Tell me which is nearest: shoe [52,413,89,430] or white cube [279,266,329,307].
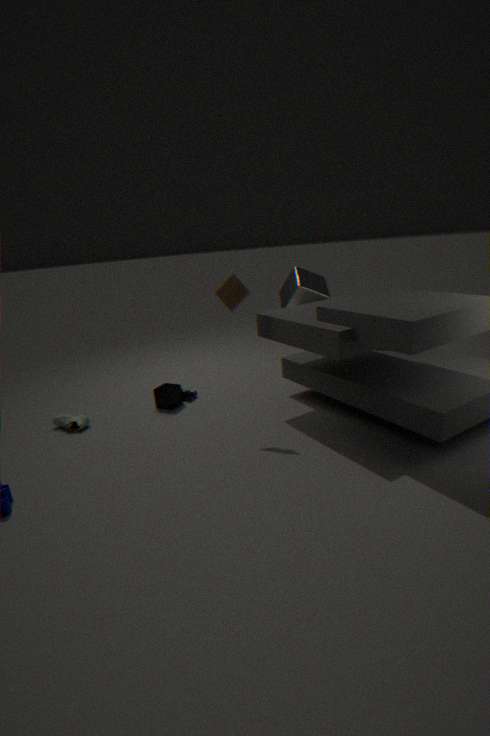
shoe [52,413,89,430]
